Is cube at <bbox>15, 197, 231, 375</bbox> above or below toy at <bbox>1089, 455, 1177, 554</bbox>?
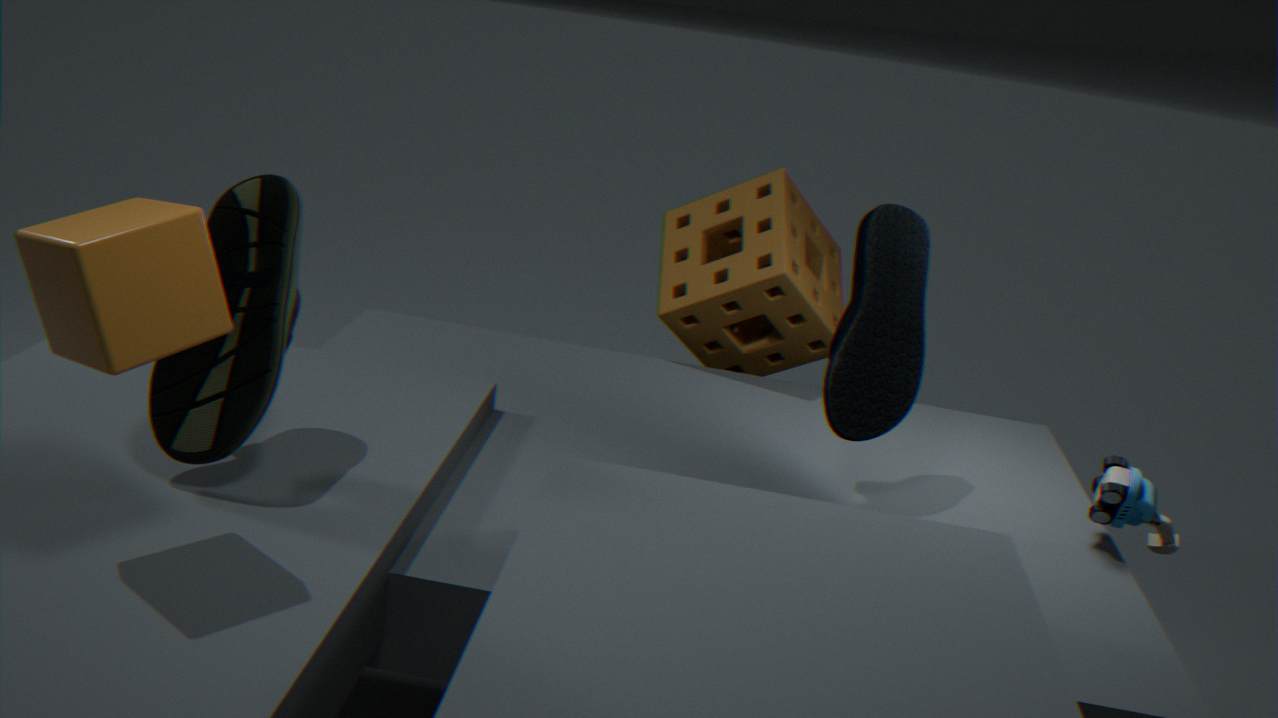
above
